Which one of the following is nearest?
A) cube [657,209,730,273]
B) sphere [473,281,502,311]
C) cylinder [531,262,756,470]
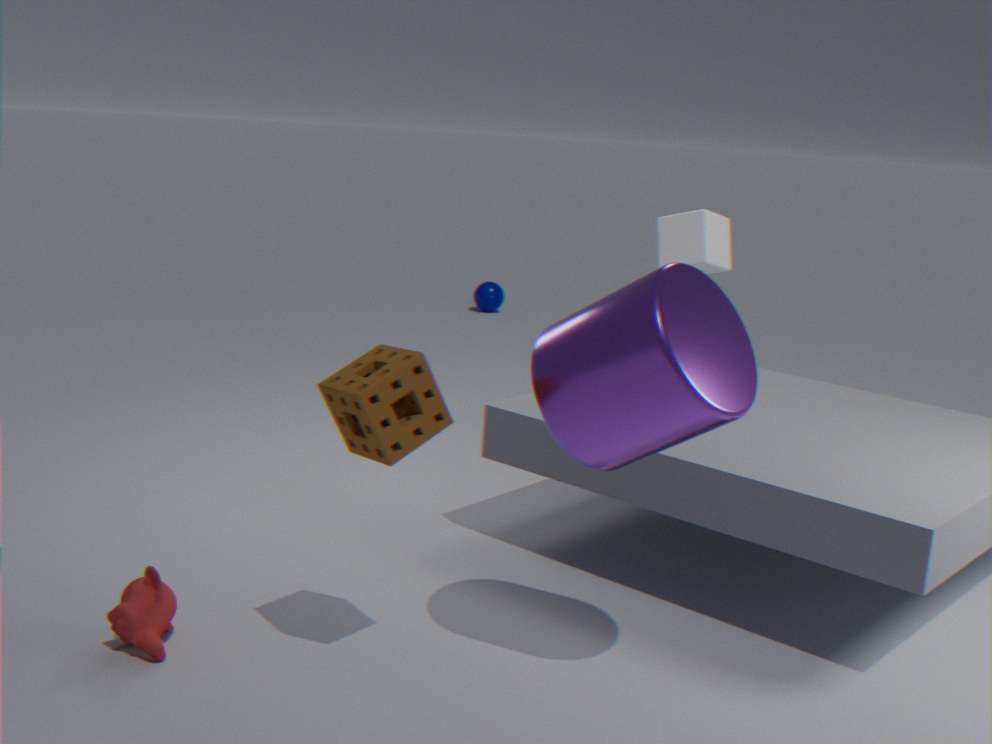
cylinder [531,262,756,470]
